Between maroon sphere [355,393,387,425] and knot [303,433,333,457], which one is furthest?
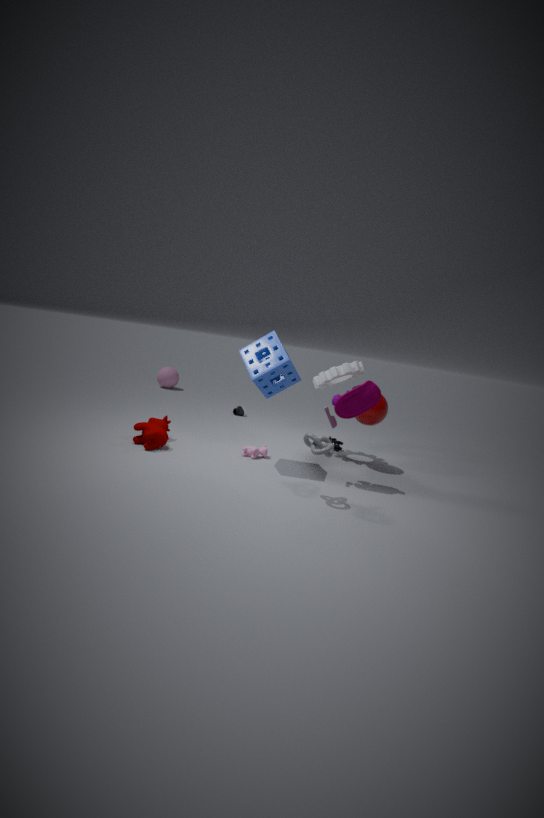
maroon sphere [355,393,387,425]
